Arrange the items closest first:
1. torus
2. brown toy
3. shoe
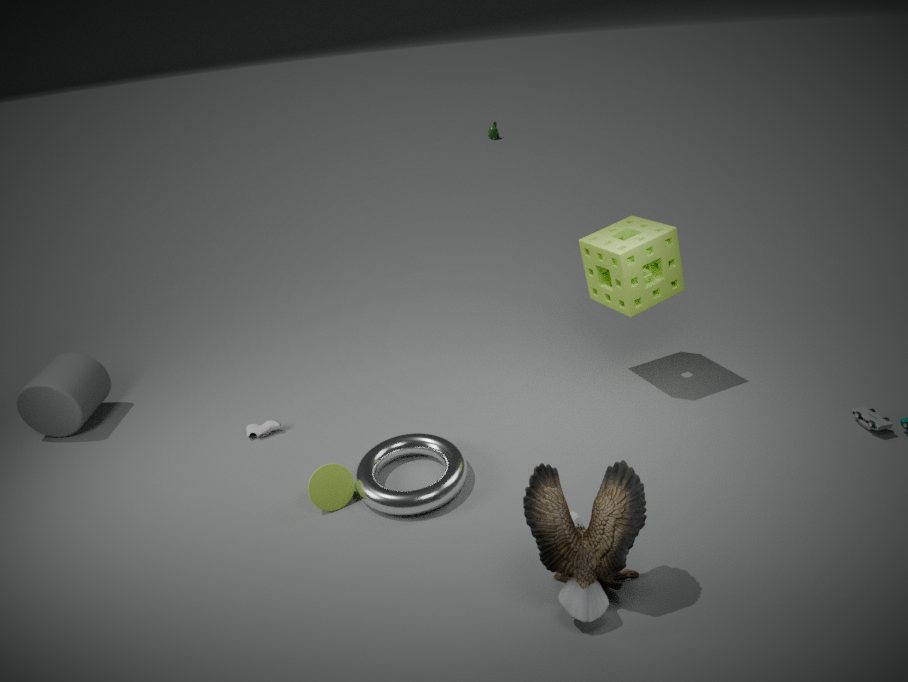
brown toy, torus, shoe
